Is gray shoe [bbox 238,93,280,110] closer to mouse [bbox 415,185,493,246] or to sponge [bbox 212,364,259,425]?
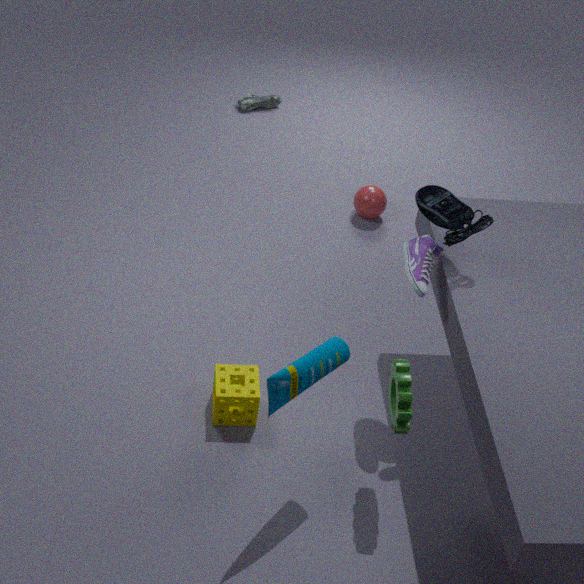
mouse [bbox 415,185,493,246]
